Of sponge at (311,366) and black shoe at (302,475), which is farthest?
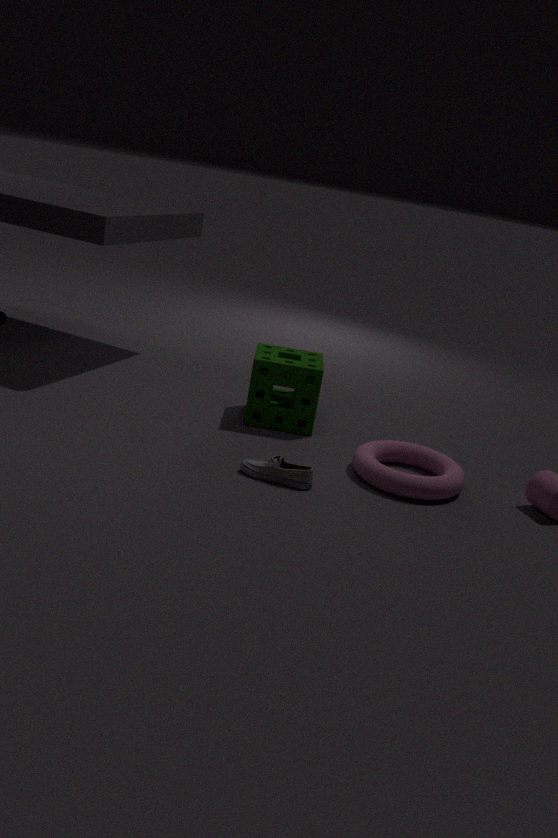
sponge at (311,366)
